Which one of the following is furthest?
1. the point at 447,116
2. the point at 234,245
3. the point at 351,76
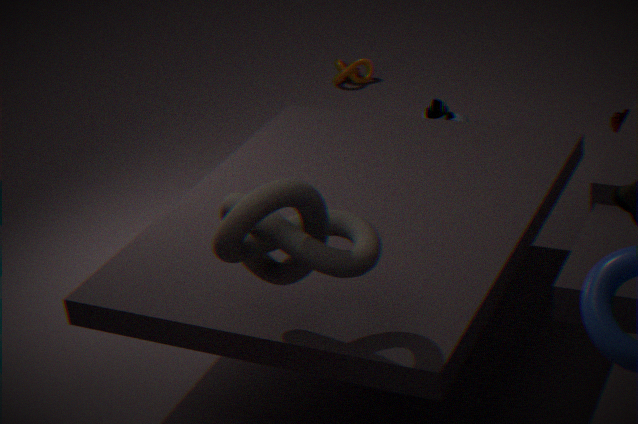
the point at 351,76
